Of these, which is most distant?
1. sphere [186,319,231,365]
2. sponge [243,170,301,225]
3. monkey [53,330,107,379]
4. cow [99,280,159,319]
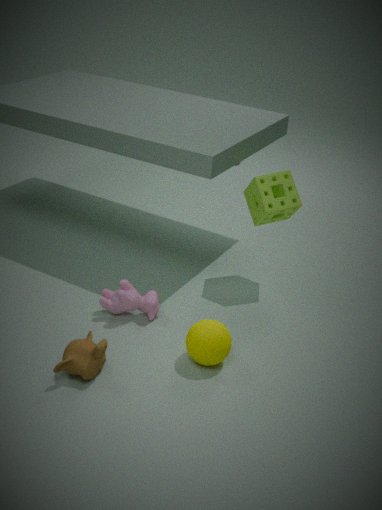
sponge [243,170,301,225]
